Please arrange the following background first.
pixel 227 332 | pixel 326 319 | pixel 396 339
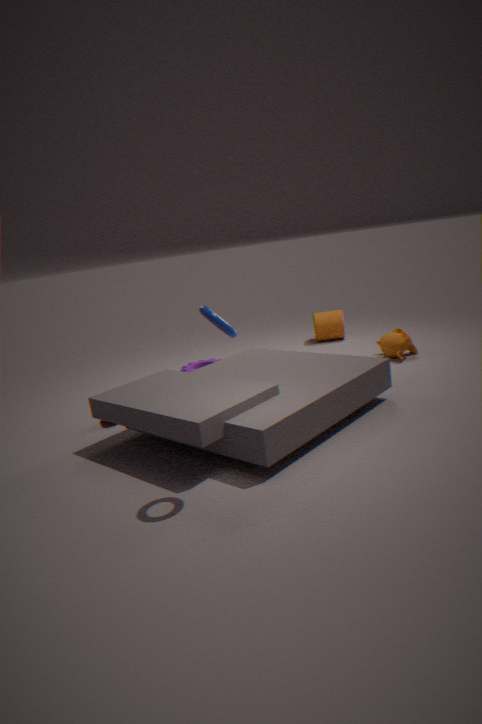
pixel 326 319, pixel 396 339, pixel 227 332
